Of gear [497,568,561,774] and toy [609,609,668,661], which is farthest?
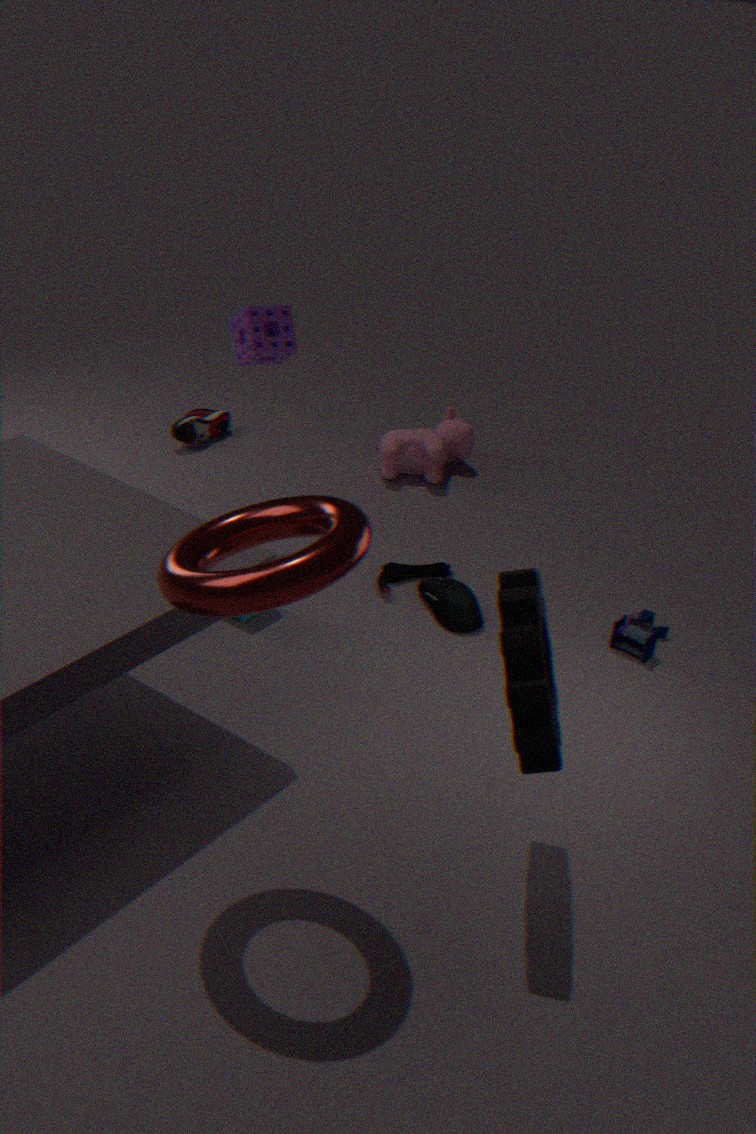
toy [609,609,668,661]
